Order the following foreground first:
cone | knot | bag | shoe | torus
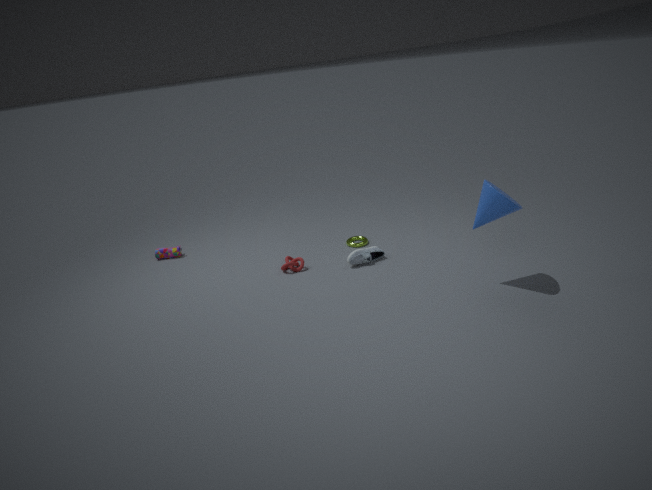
cone → shoe → knot → torus → bag
